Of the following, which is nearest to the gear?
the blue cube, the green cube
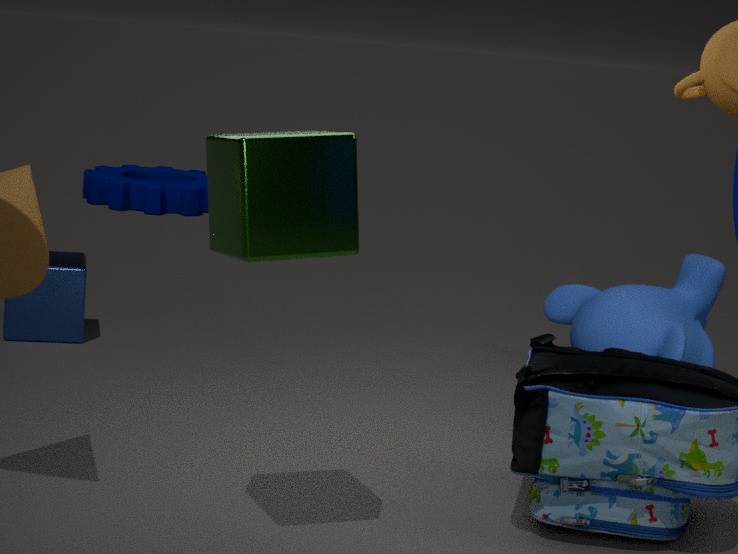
the blue cube
